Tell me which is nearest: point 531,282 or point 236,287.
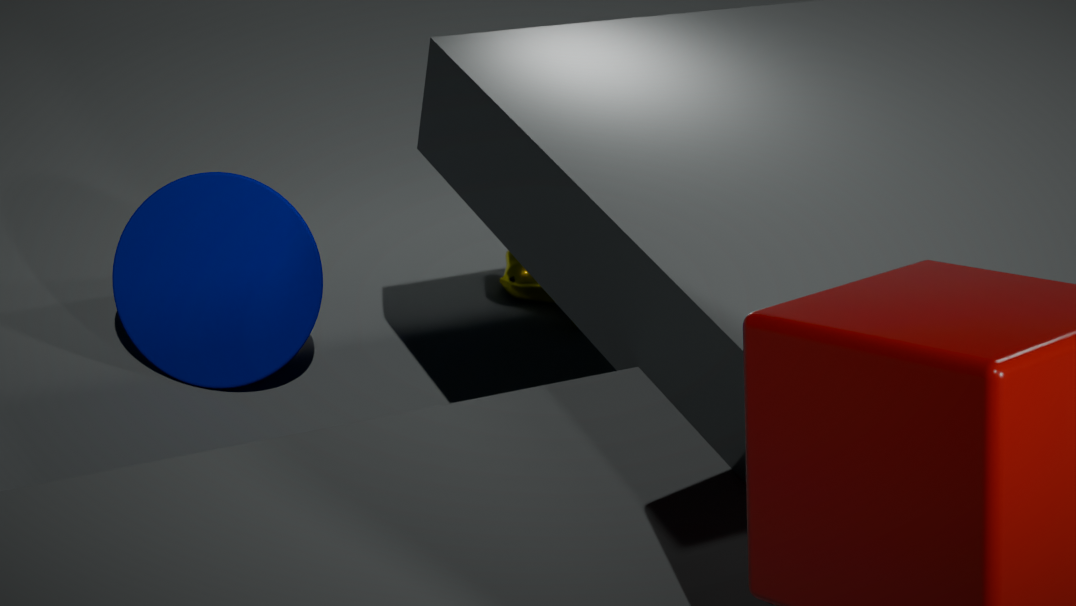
point 236,287
